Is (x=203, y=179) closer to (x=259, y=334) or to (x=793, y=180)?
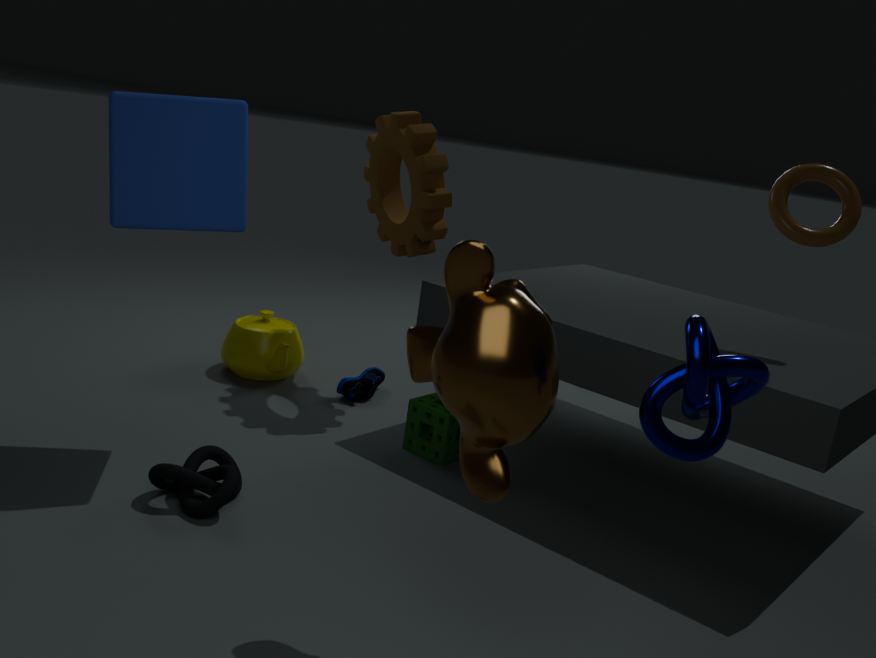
(x=259, y=334)
